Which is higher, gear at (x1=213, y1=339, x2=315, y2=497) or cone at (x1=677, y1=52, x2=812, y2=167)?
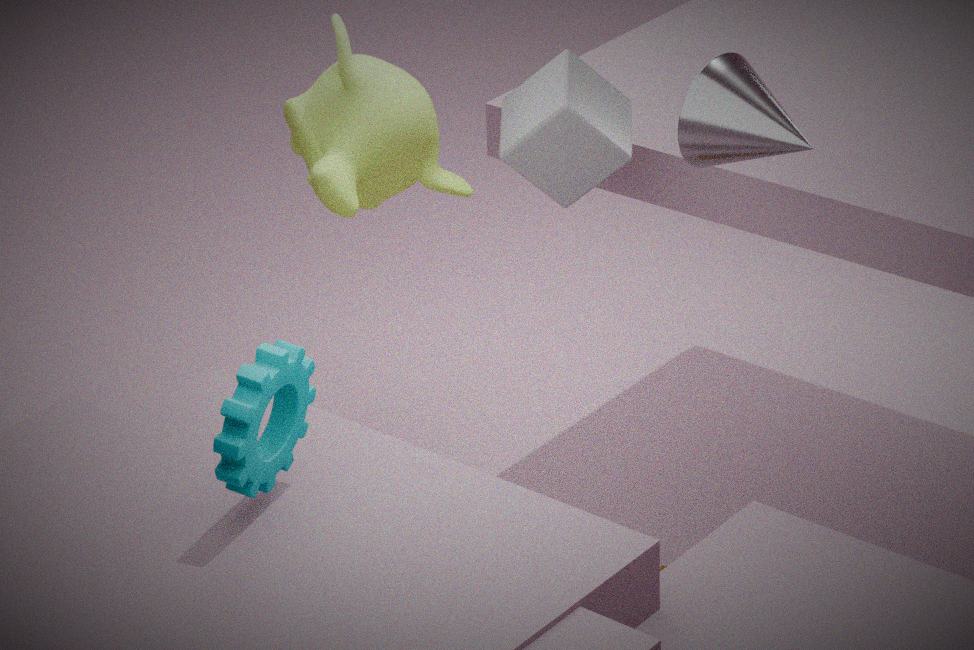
cone at (x1=677, y1=52, x2=812, y2=167)
